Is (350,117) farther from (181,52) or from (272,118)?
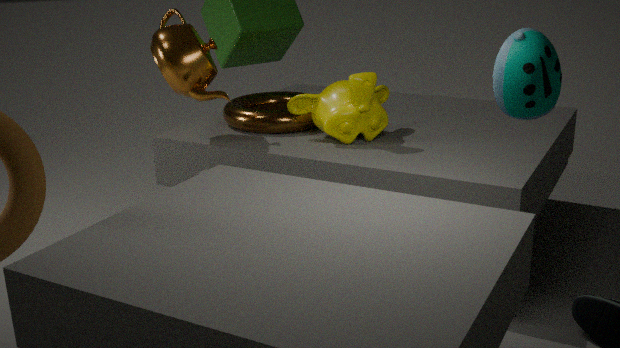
(181,52)
